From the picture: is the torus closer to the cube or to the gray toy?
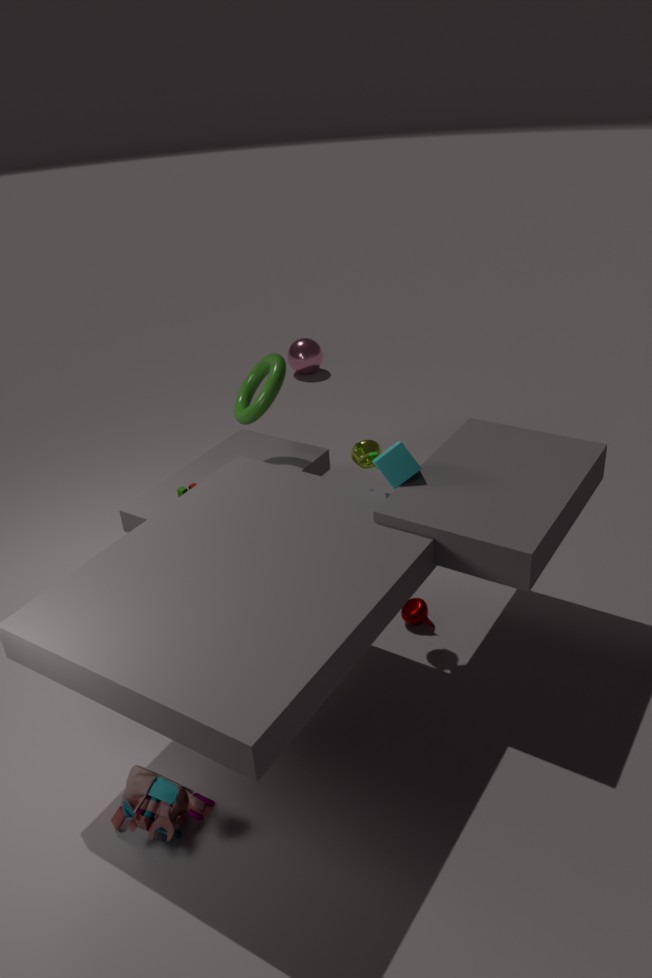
the cube
